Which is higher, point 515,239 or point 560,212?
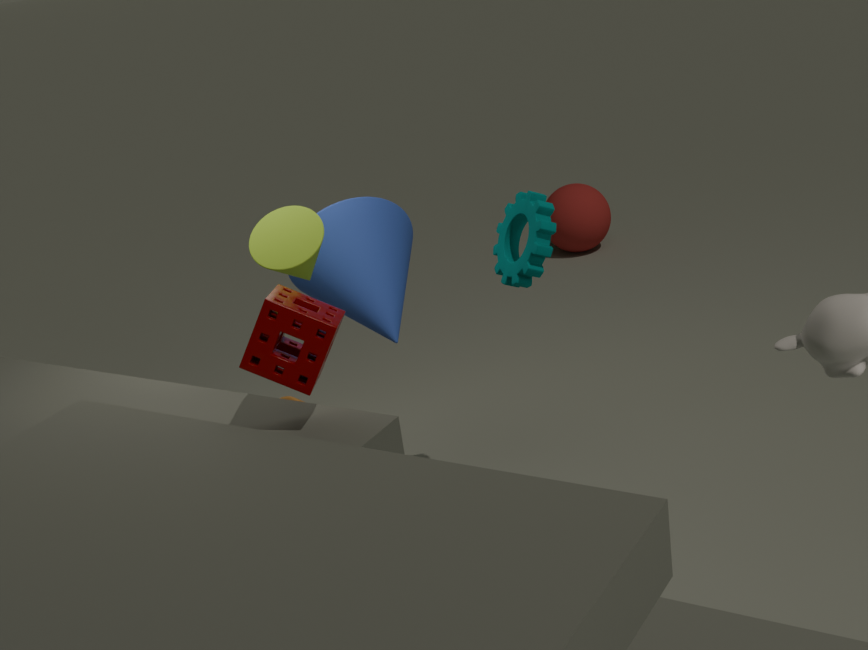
point 515,239
